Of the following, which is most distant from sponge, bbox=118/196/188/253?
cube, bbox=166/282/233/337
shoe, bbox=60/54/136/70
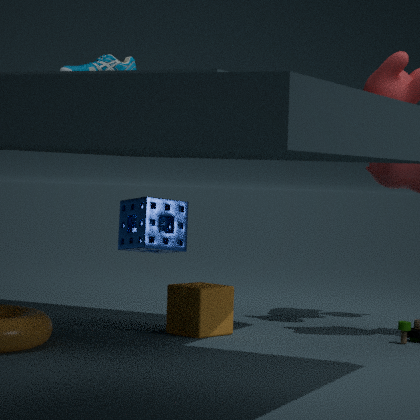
shoe, bbox=60/54/136/70
